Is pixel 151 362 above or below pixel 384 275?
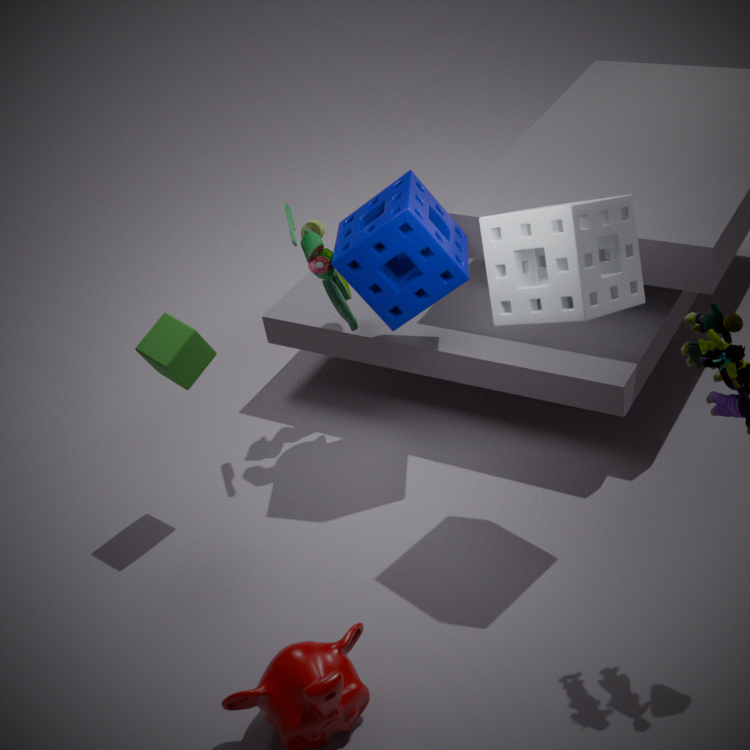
below
